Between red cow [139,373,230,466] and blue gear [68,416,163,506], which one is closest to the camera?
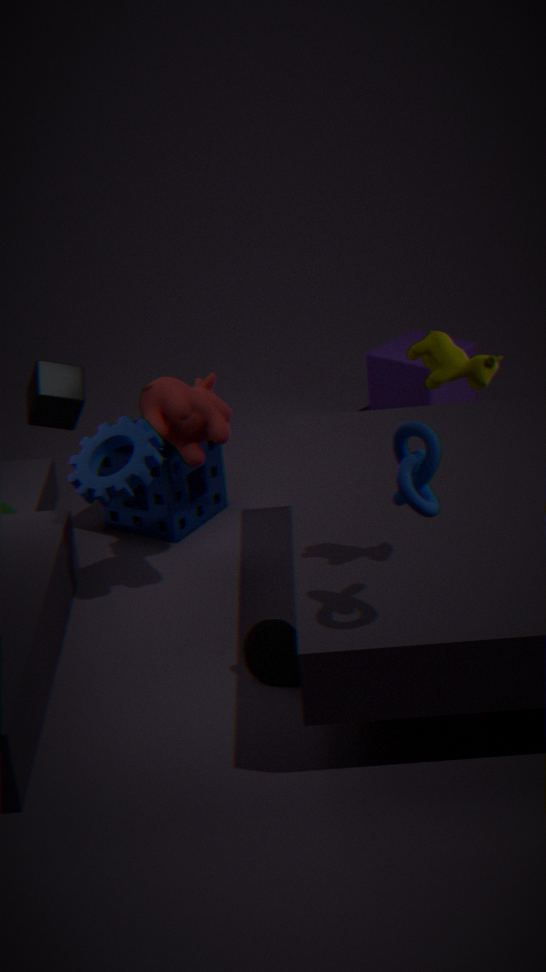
blue gear [68,416,163,506]
